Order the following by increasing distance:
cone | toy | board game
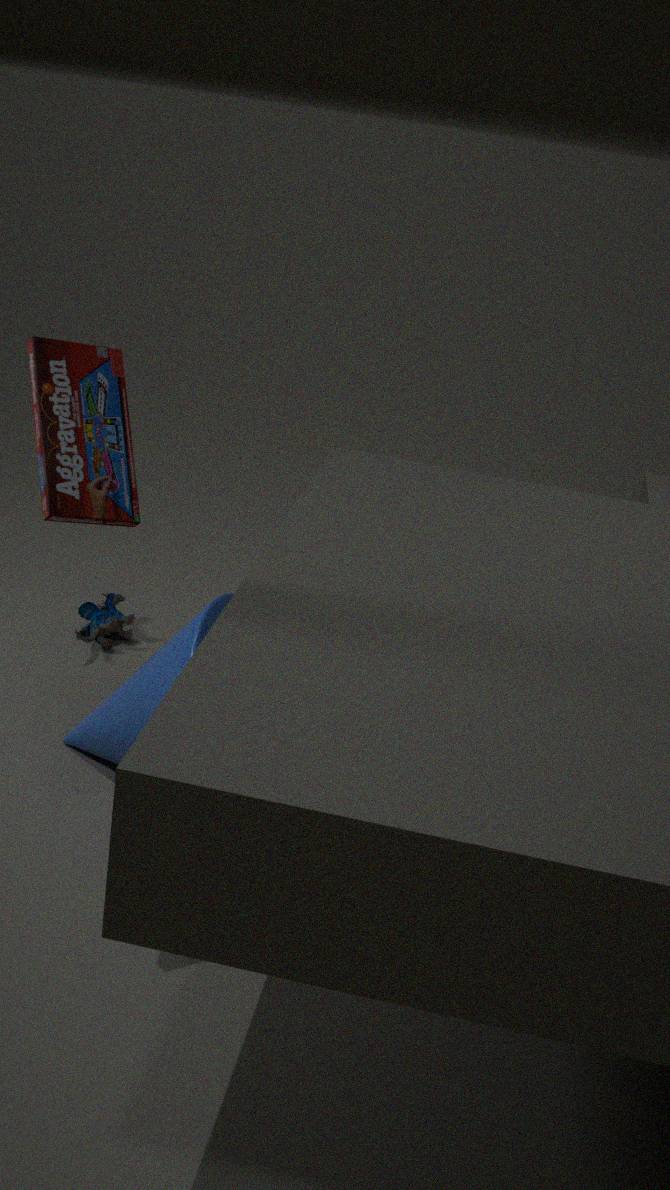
board game < cone < toy
